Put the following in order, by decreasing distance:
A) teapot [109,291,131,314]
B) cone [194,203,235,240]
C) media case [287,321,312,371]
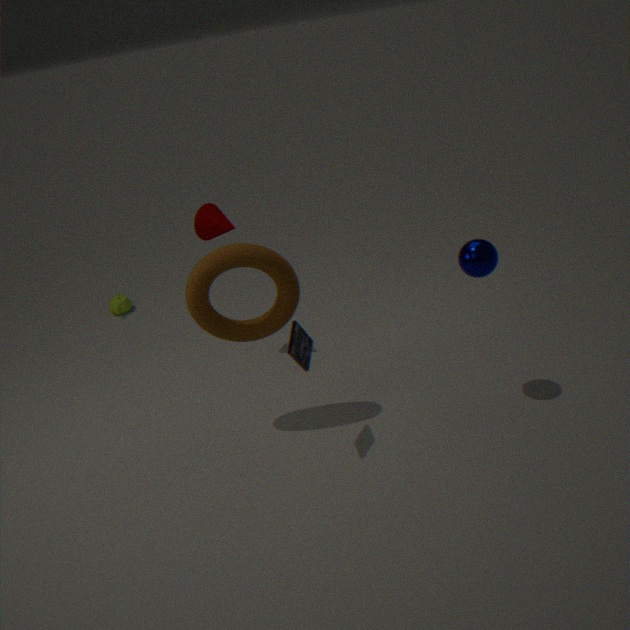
teapot [109,291,131,314], cone [194,203,235,240], media case [287,321,312,371]
